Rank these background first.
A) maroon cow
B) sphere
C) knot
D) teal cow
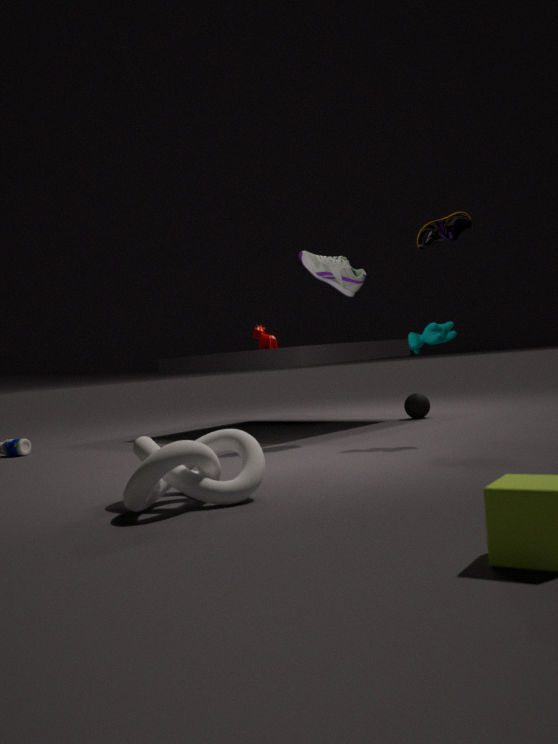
maroon cow → sphere → teal cow → knot
